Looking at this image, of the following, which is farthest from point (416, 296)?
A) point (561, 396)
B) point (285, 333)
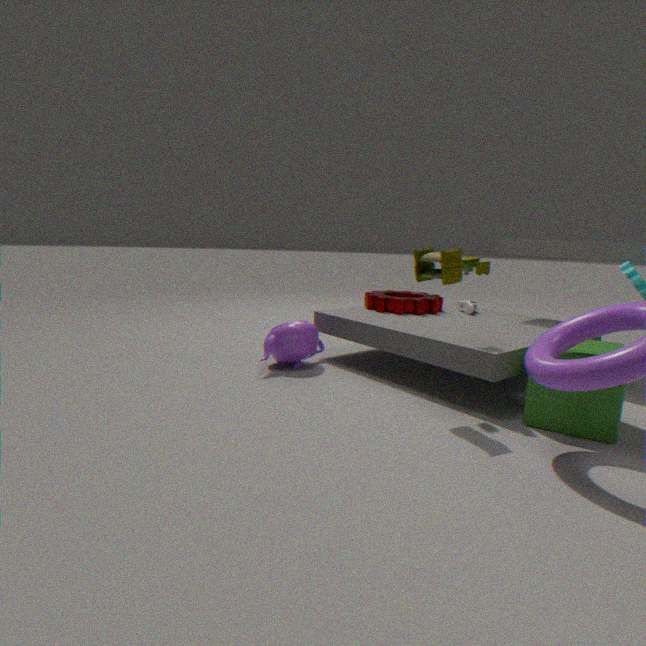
point (561, 396)
